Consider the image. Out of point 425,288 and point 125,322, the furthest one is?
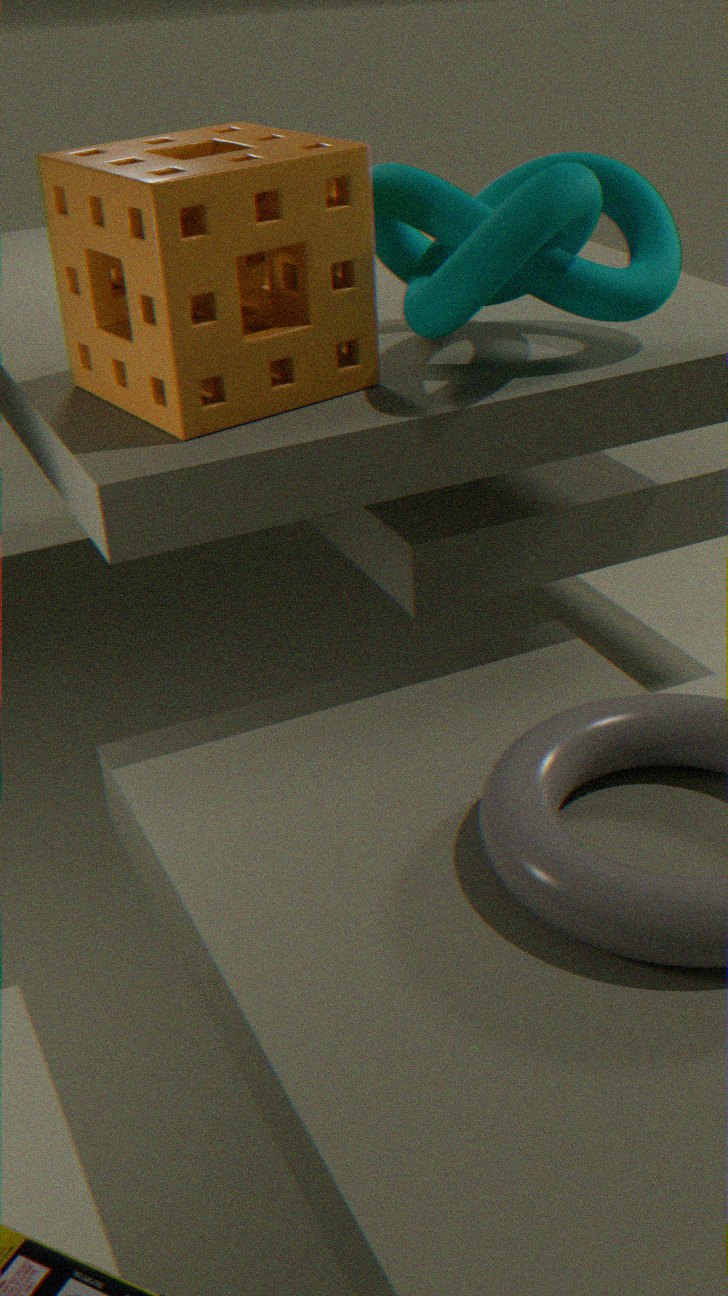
point 125,322
